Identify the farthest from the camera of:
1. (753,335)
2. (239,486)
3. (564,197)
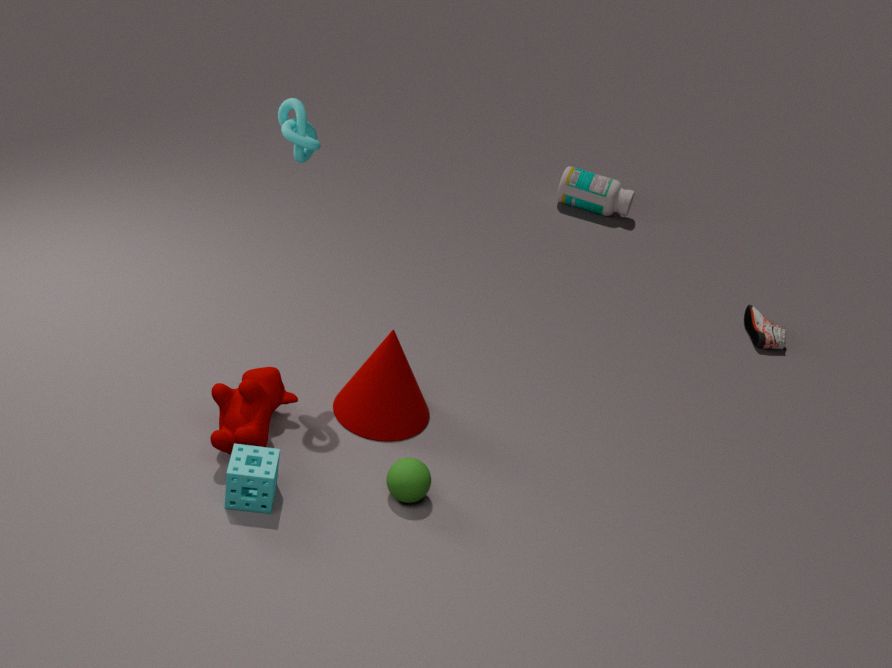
(564,197)
